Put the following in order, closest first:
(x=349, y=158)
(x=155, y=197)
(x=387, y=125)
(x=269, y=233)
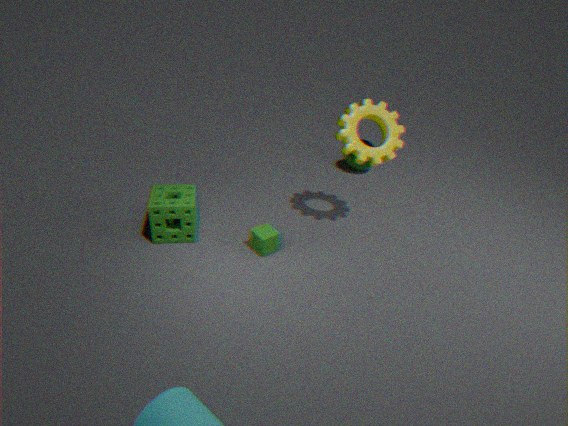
(x=269, y=233) < (x=155, y=197) < (x=387, y=125) < (x=349, y=158)
